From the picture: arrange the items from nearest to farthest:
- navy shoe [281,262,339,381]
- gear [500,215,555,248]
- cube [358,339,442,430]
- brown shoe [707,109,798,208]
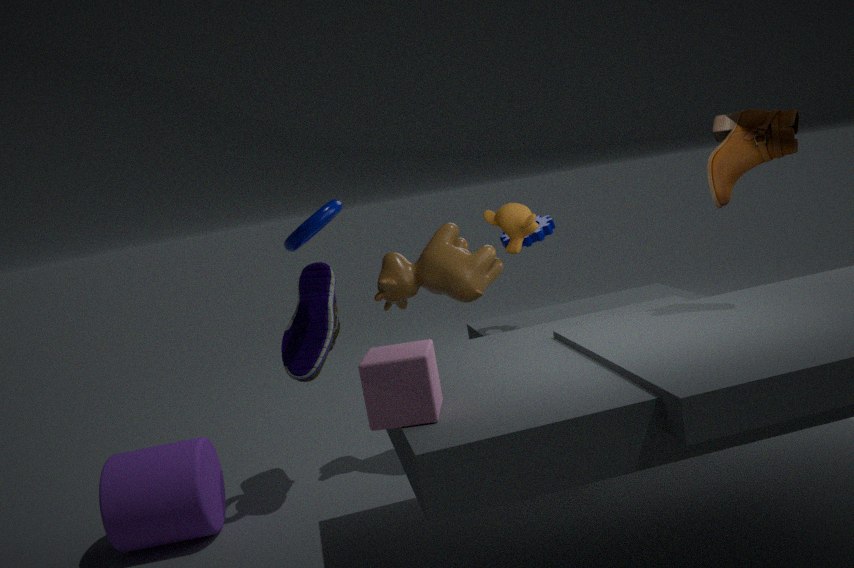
1. cube [358,339,442,430]
2. brown shoe [707,109,798,208]
3. navy shoe [281,262,339,381]
4. gear [500,215,555,248]
